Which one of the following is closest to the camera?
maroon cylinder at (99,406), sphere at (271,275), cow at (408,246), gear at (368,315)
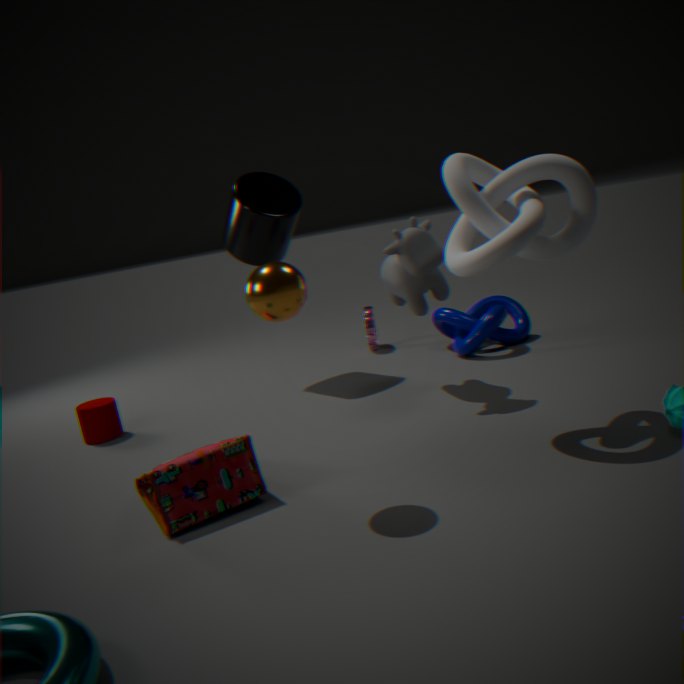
sphere at (271,275)
